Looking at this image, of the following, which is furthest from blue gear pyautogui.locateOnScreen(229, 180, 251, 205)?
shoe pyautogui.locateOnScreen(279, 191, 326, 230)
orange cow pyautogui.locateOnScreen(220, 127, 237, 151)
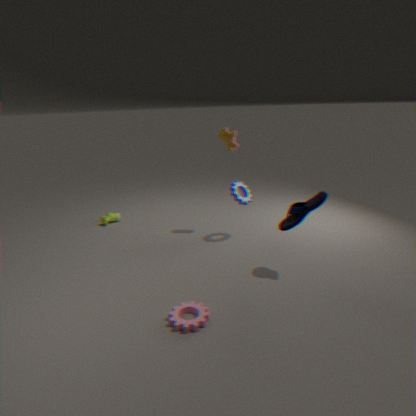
shoe pyautogui.locateOnScreen(279, 191, 326, 230)
